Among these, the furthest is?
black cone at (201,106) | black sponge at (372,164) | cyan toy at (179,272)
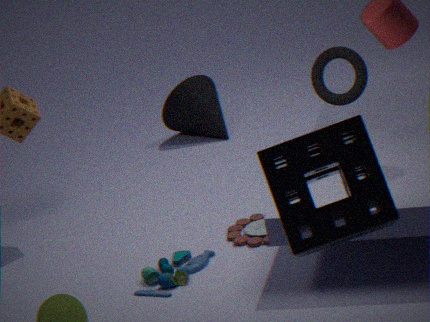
black cone at (201,106)
